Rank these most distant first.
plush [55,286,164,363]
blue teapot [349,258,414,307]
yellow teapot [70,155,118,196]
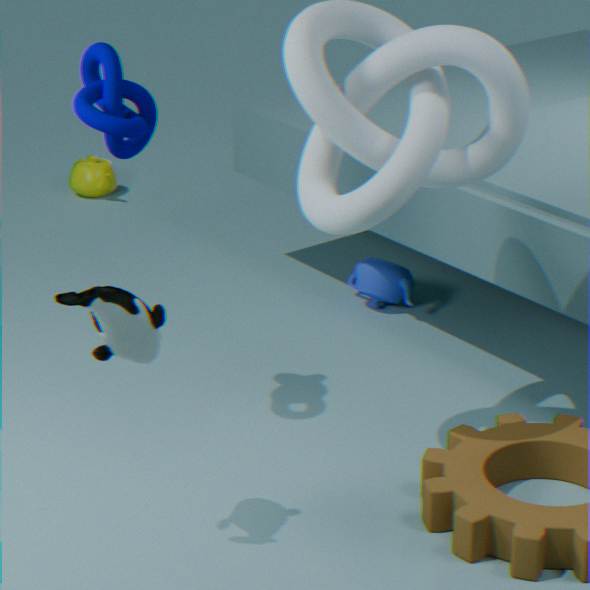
yellow teapot [70,155,118,196] < blue teapot [349,258,414,307] < plush [55,286,164,363]
